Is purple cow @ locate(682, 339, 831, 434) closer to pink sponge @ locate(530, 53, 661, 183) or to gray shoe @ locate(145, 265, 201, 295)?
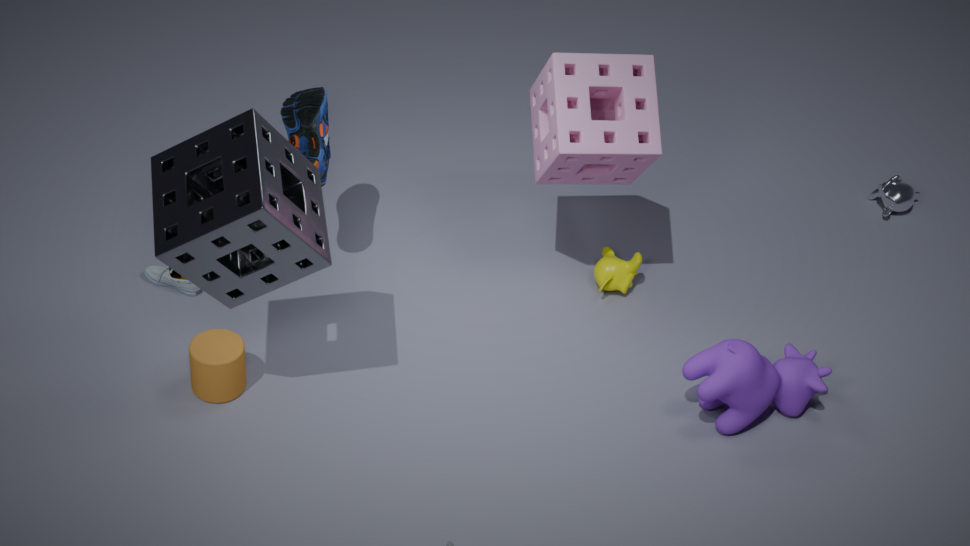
pink sponge @ locate(530, 53, 661, 183)
